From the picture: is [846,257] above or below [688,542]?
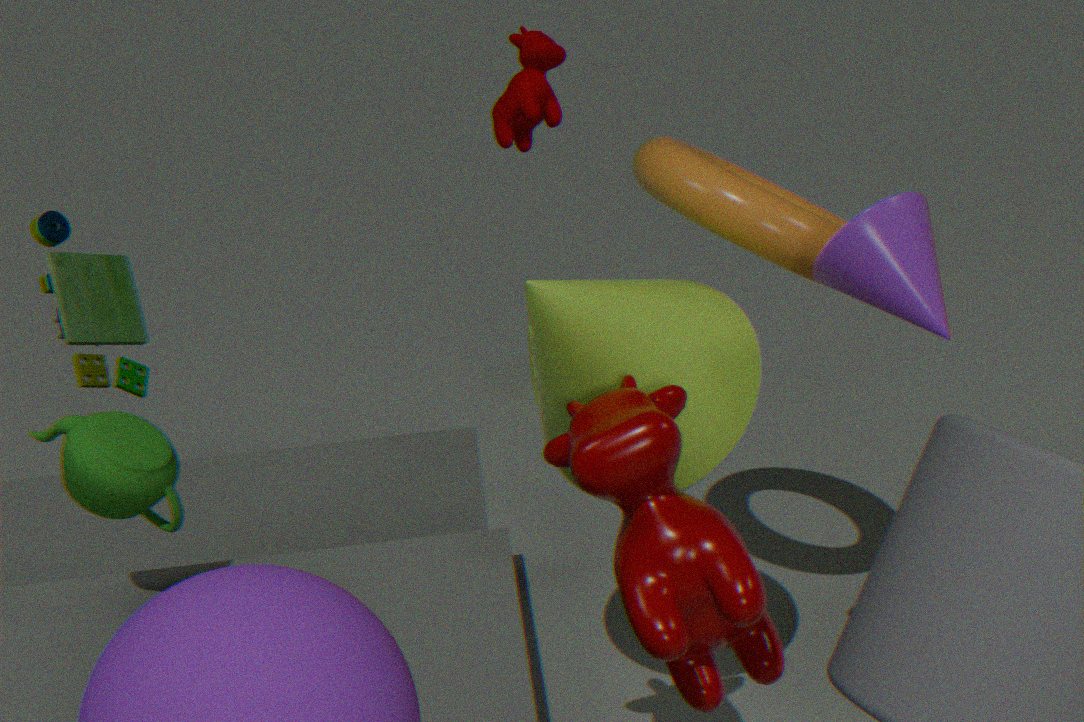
above
